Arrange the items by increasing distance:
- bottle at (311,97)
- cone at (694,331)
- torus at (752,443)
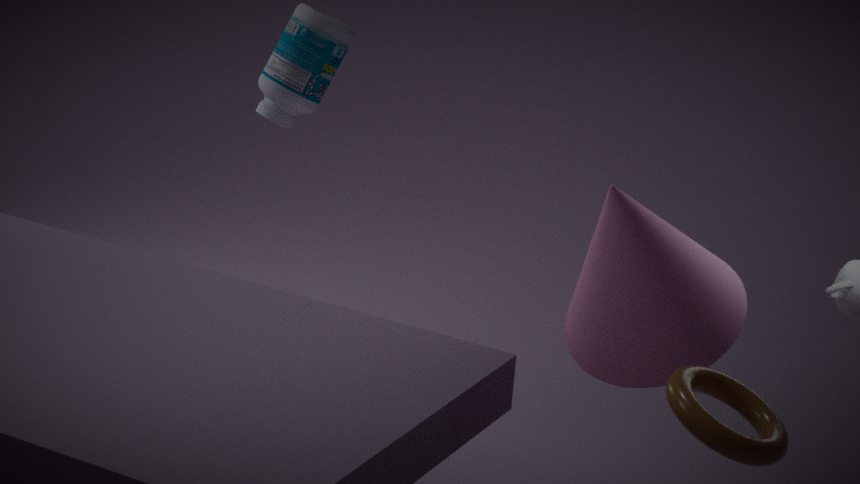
1. torus at (752,443)
2. cone at (694,331)
3. bottle at (311,97)
